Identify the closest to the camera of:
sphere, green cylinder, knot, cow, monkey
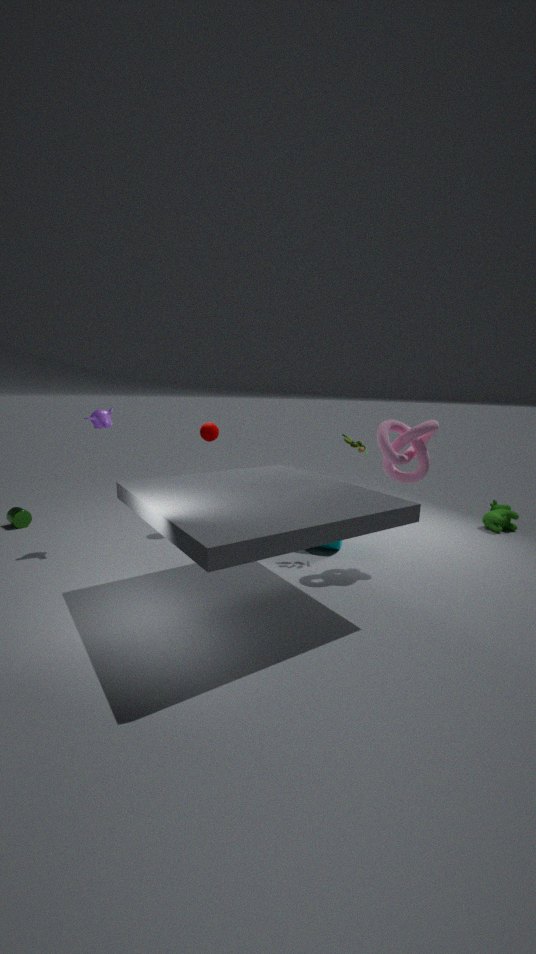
knot
